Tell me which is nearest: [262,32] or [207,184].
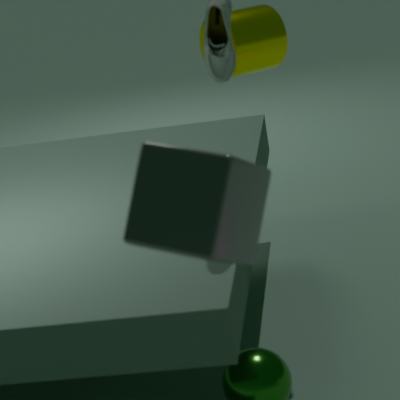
[207,184]
